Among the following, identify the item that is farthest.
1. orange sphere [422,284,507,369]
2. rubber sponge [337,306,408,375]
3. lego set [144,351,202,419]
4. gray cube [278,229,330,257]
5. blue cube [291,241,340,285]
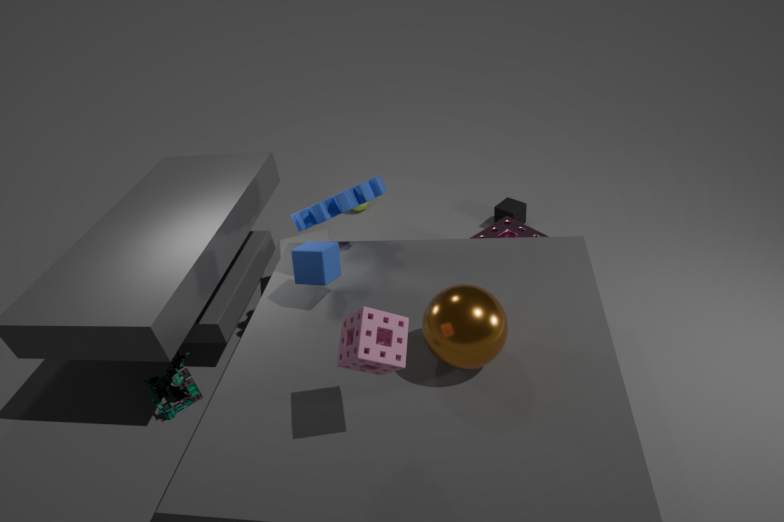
gray cube [278,229,330,257]
